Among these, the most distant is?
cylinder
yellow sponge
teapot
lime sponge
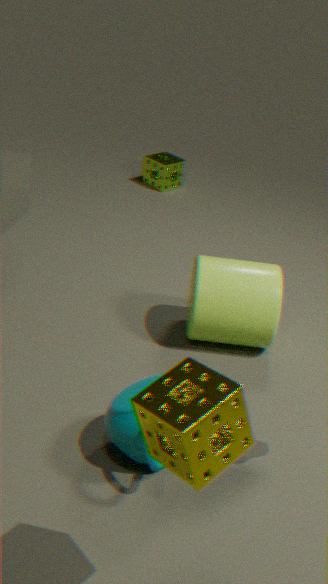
lime sponge
